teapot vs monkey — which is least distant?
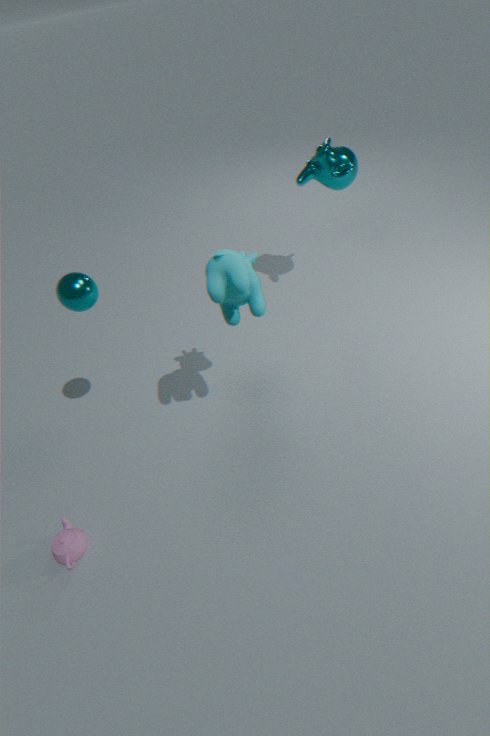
teapot
